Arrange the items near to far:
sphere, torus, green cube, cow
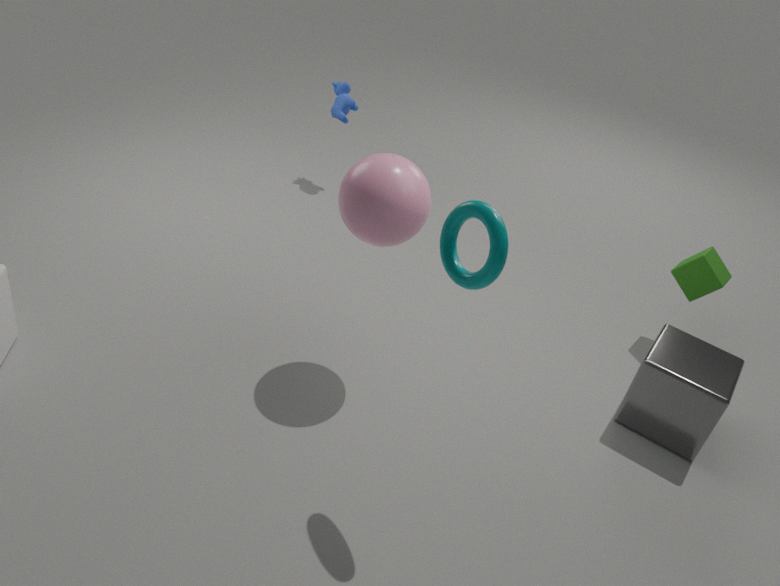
torus → sphere → green cube → cow
